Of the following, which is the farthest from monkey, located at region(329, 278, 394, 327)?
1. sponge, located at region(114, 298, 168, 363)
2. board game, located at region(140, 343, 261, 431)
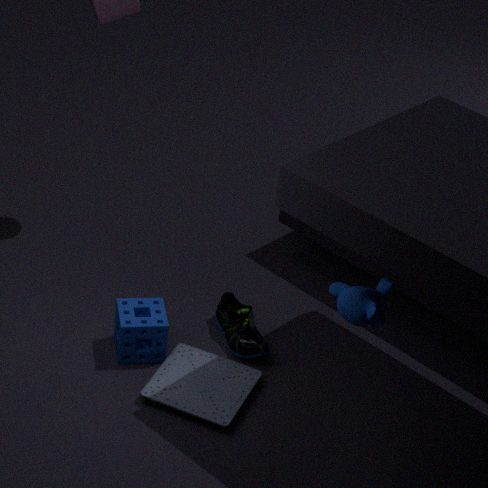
sponge, located at region(114, 298, 168, 363)
